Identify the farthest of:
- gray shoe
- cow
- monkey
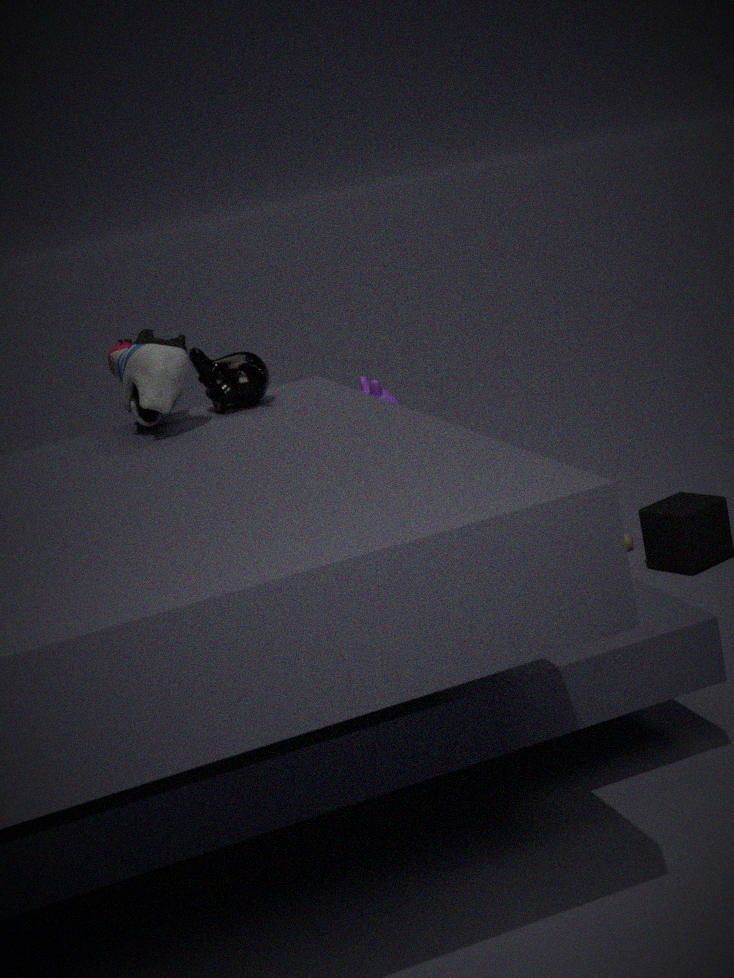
cow
